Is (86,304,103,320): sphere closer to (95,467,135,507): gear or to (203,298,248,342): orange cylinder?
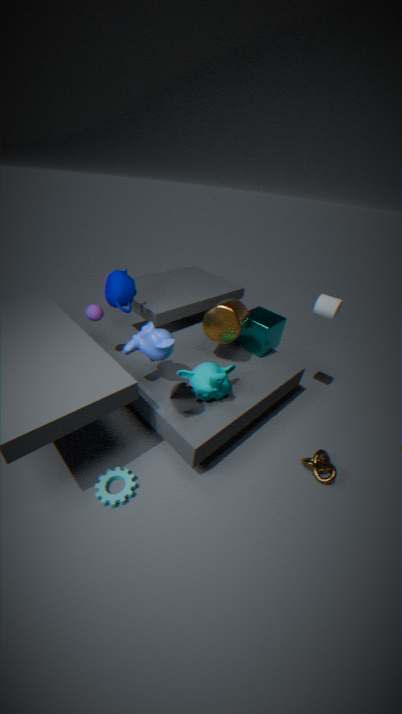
(203,298,248,342): orange cylinder
